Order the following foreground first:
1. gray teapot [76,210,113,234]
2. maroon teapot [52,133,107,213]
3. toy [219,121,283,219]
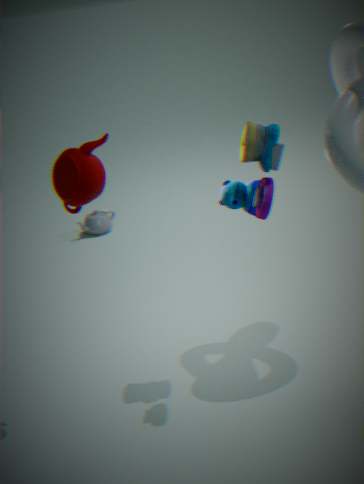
maroon teapot [52,133,107,213] → toy [219,121,283,219] → gray teapot [76,210,113,234]
